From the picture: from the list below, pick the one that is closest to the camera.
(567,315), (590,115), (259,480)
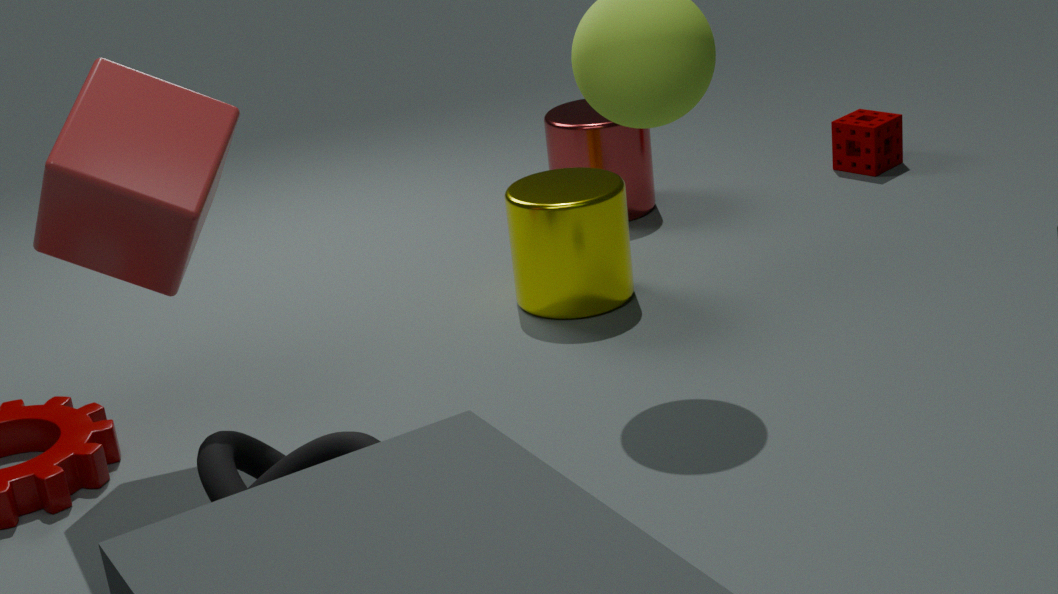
(259,480)
